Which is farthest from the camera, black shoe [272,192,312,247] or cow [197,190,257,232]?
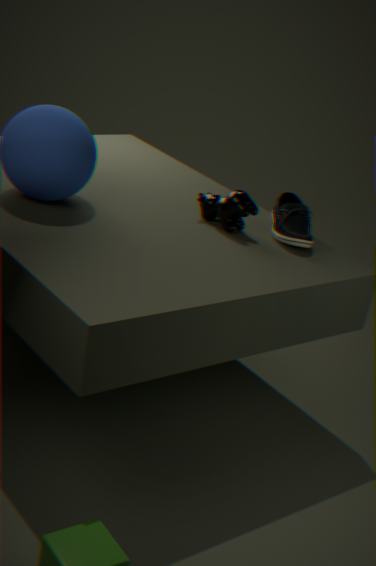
cow [197,190,257,232]
